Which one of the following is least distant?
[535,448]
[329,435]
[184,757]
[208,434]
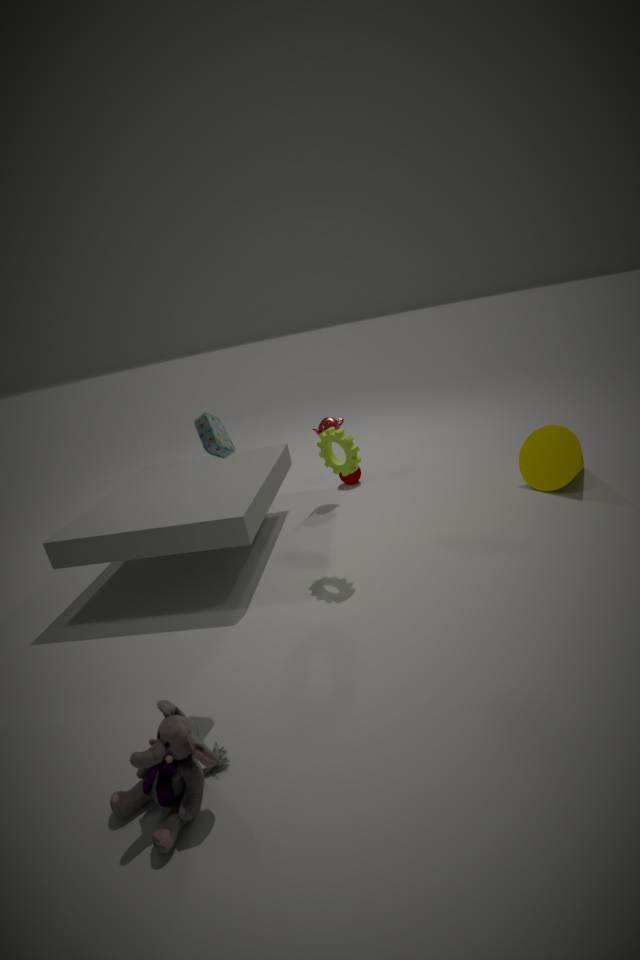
[184,757]
